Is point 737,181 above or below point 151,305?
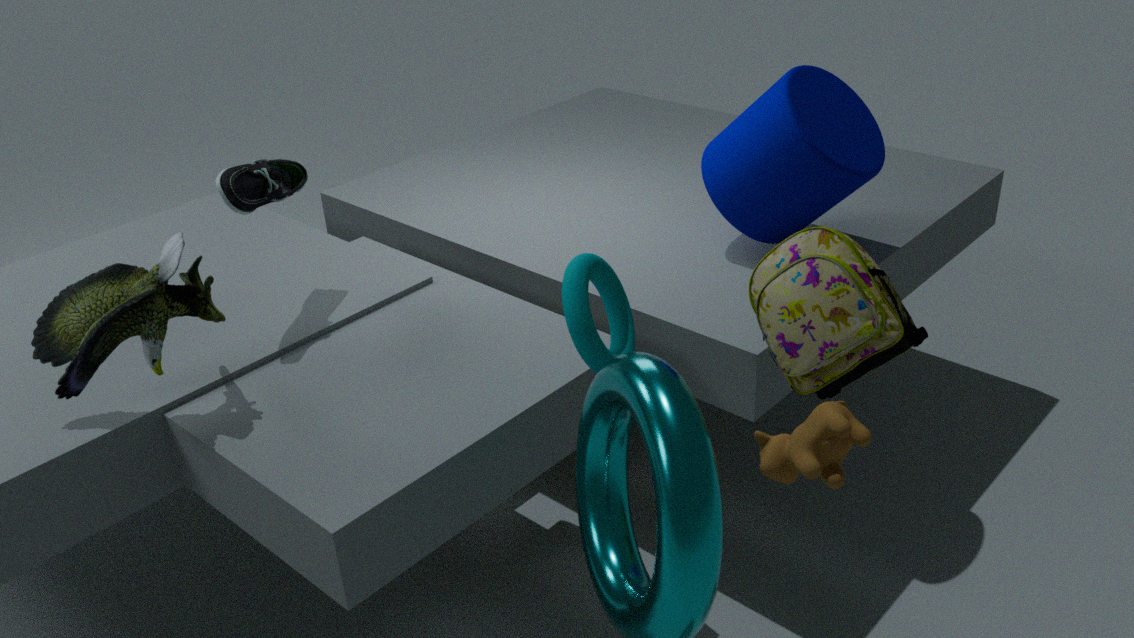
above
